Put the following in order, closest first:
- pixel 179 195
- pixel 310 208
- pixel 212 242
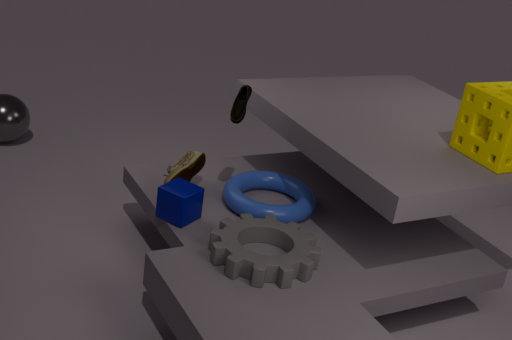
pixel 212 242, pixel 179 195, pixel 310 208
